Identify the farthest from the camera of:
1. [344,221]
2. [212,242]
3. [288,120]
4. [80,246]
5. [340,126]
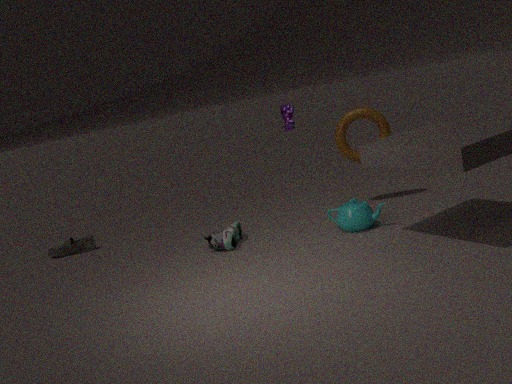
[80,246]
